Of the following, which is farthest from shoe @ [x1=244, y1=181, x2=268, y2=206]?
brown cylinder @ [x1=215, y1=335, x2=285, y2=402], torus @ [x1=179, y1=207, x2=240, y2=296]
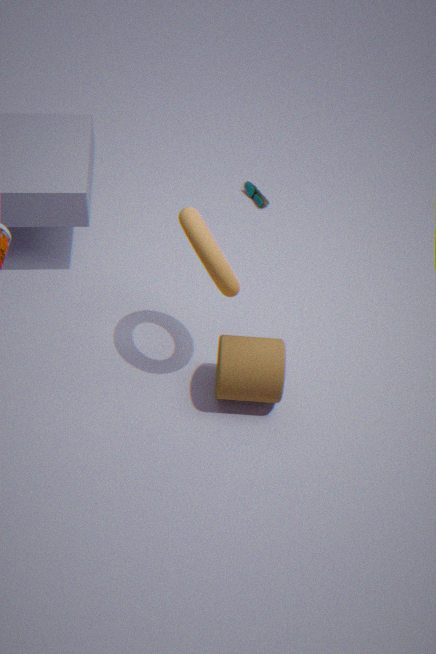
brown cylinder @ [x1=215, y1=335, x2=285, y2=402]
